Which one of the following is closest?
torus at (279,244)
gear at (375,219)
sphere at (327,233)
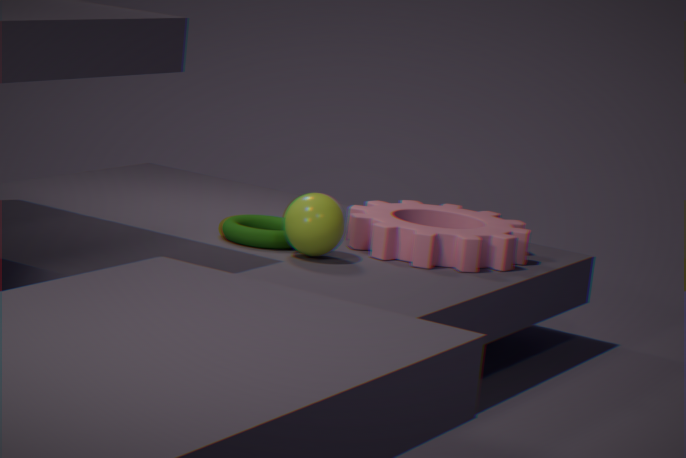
sphere at (327,233)
